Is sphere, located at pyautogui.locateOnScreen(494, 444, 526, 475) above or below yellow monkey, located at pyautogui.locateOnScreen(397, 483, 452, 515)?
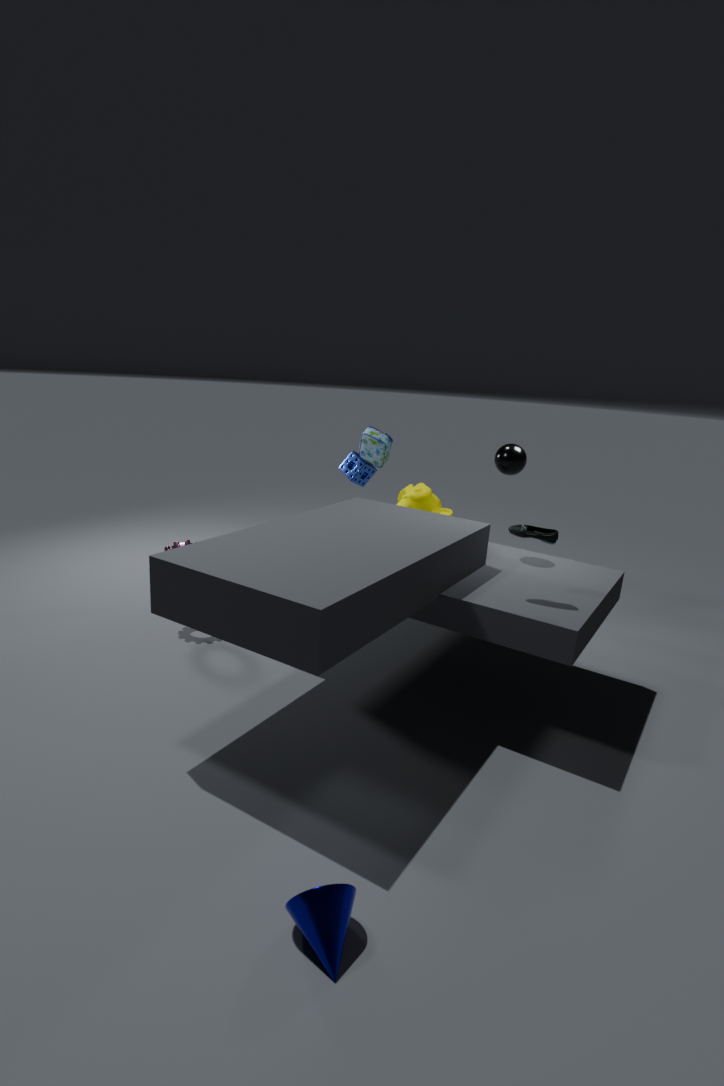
above
